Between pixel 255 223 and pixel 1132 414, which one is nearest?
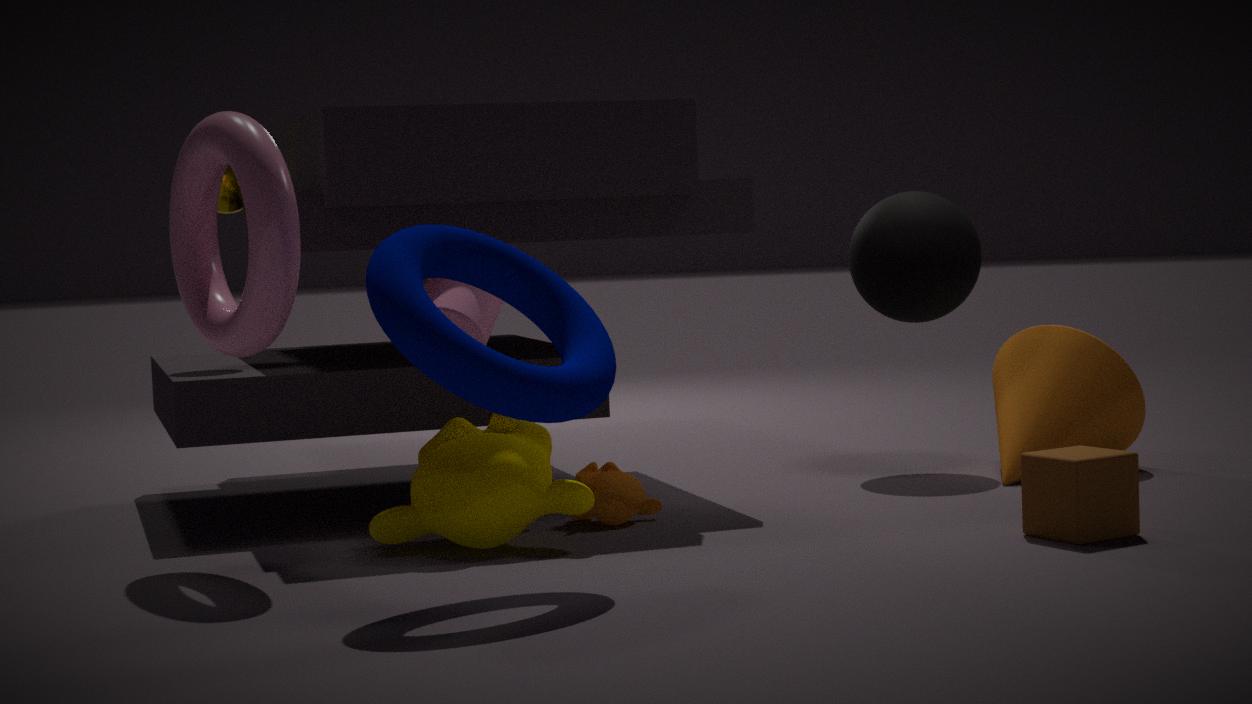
pixel 255 223
